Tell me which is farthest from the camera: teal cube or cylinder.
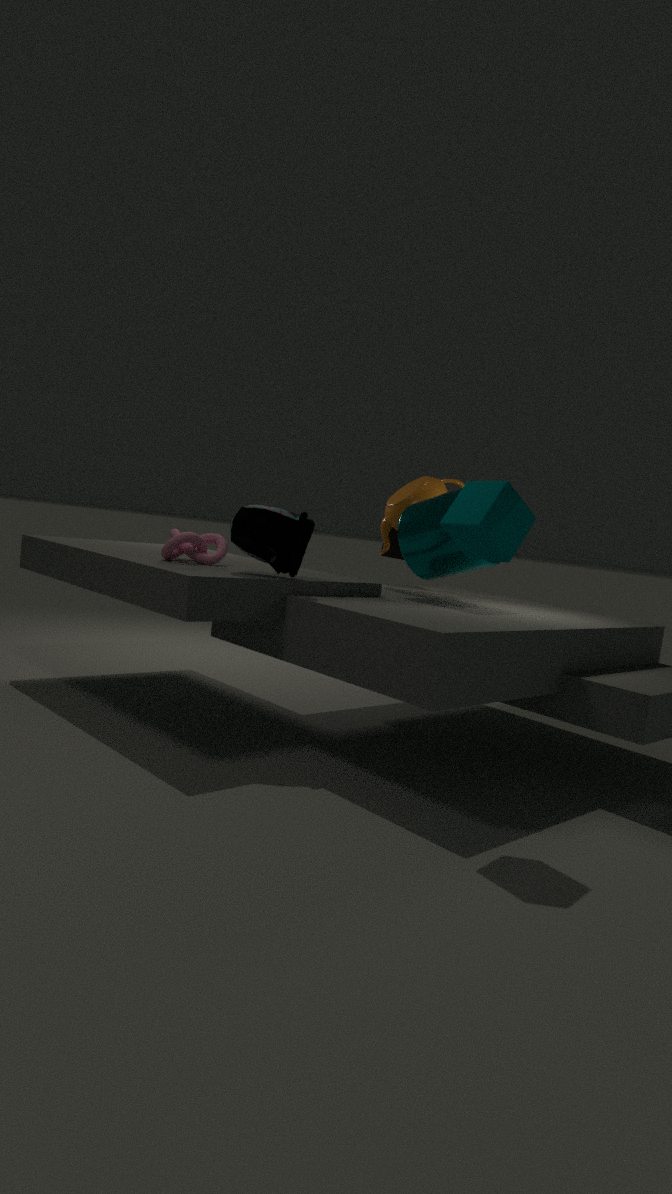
cylinder
